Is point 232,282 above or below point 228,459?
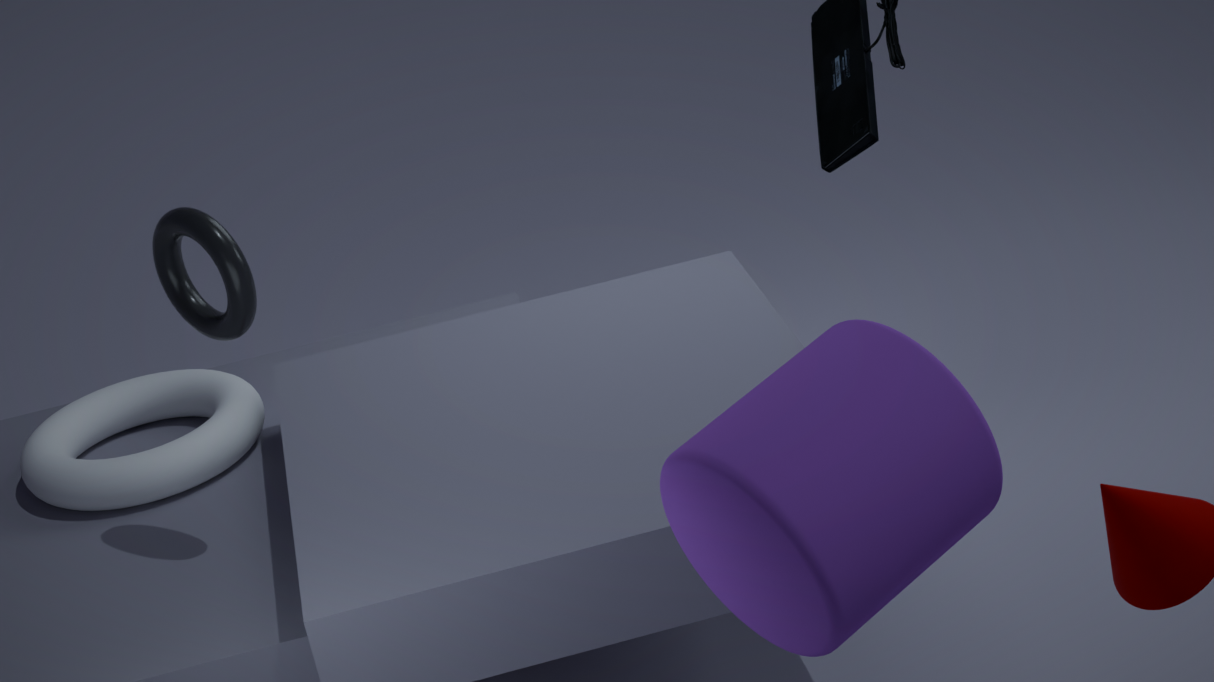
above
